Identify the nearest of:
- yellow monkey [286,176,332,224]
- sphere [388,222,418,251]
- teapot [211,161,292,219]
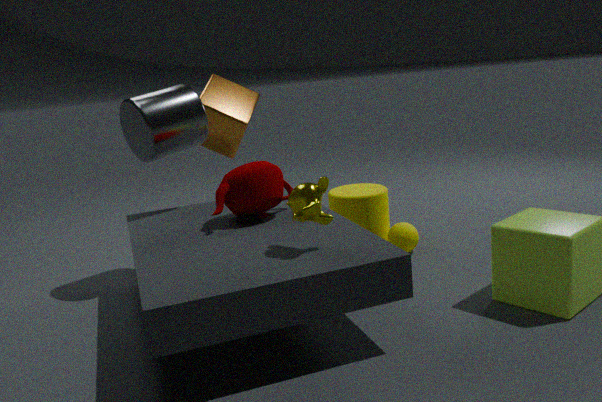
yellow monkey [286,176,332,224]
